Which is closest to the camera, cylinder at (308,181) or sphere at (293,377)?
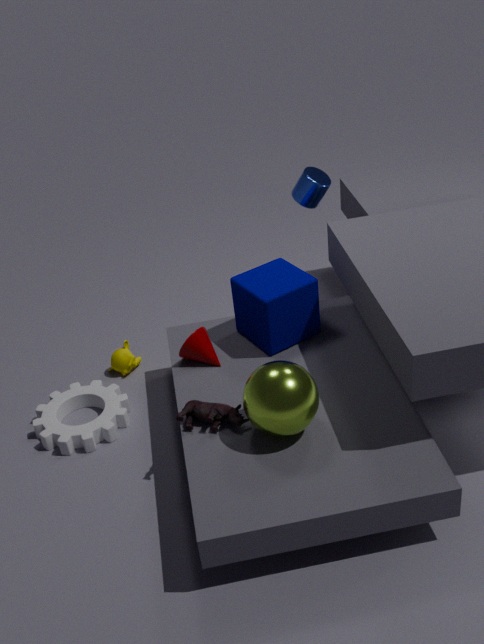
sphere at (293,377)
